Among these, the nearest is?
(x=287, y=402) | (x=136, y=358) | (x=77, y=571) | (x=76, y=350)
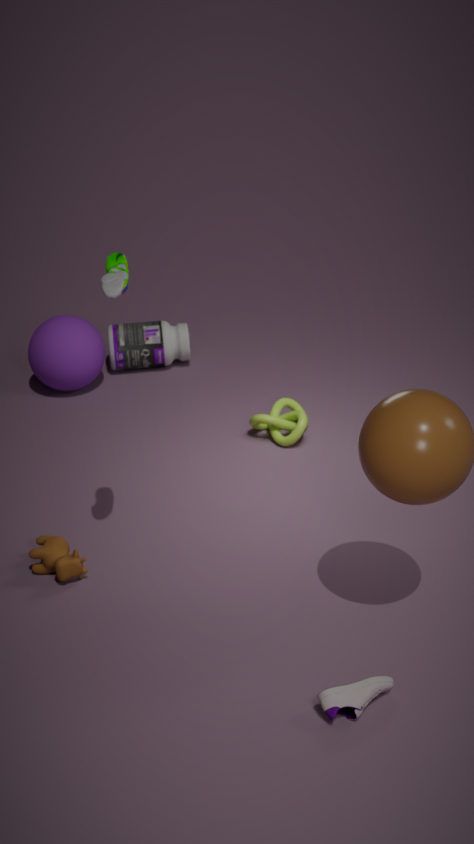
(x=77, y=571)
